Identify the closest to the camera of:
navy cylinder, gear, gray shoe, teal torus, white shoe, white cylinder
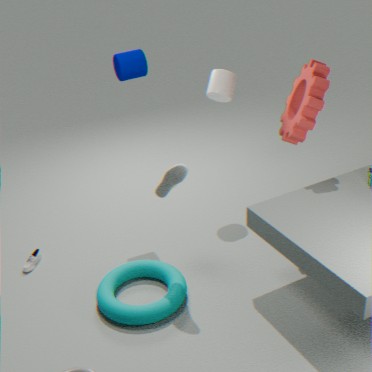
gray shoe
